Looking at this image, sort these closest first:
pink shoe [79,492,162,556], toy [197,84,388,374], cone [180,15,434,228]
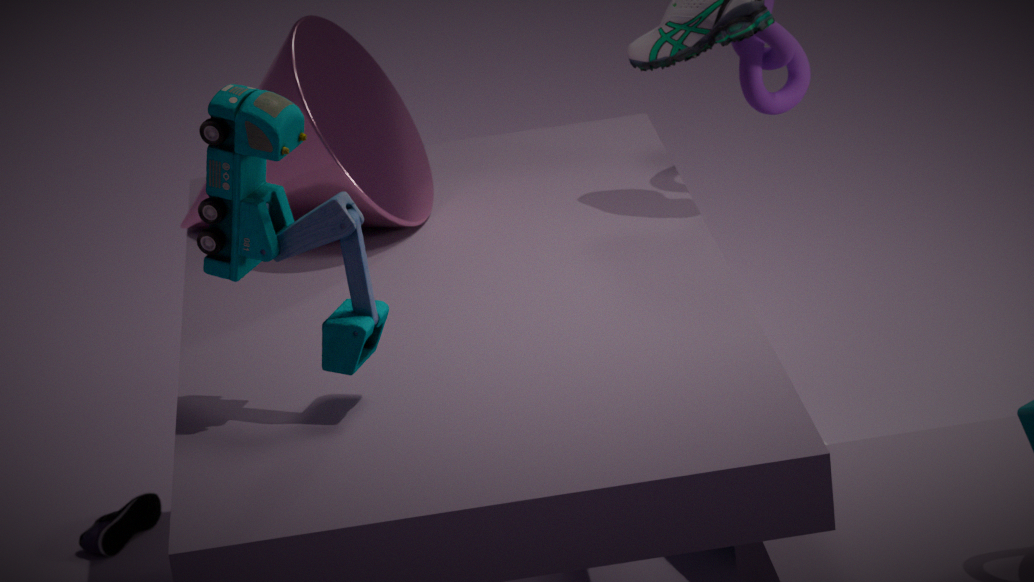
toy [197,84,388,374] → cone [180,15,434,228] → pink shoe [79,492,162,556]
